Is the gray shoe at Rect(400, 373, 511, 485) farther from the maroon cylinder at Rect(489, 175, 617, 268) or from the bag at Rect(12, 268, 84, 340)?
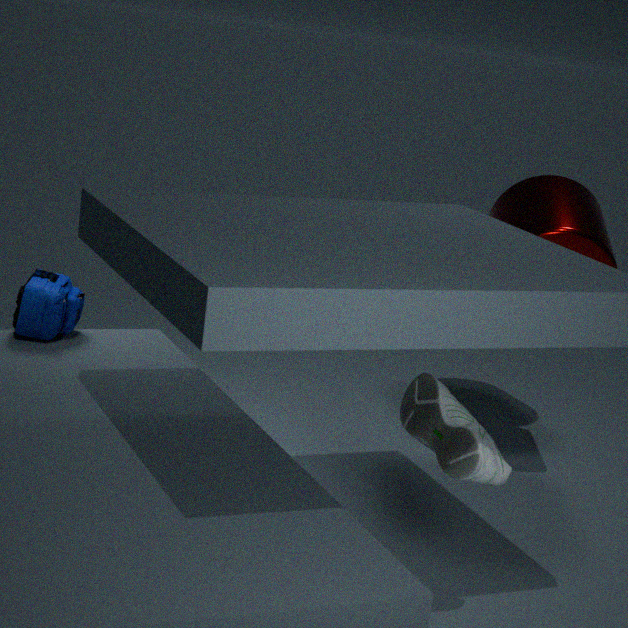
the bag at Rect(12, 268, 84, 340)
